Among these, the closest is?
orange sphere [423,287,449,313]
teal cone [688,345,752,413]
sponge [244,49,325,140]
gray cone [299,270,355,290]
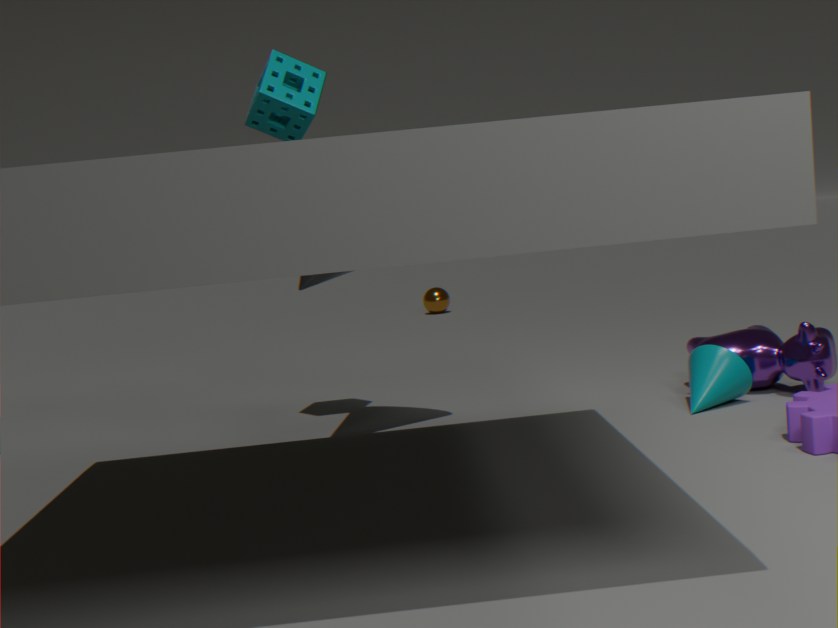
gray cone [299,270,355,290]
